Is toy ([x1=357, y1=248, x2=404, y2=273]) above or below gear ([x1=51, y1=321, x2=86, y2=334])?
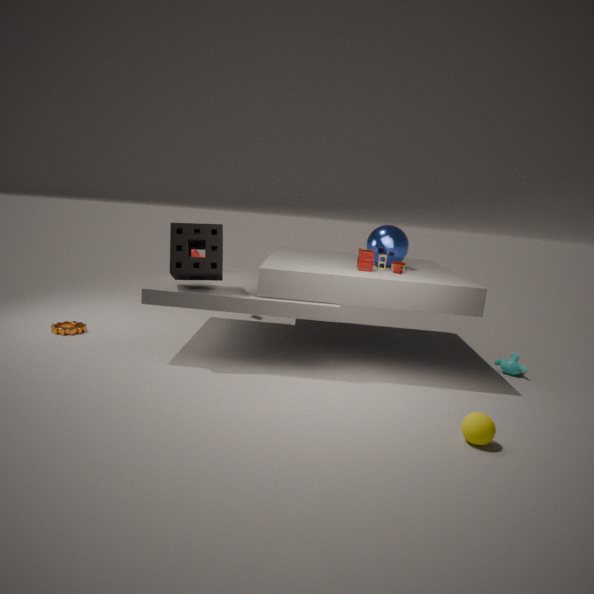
above
